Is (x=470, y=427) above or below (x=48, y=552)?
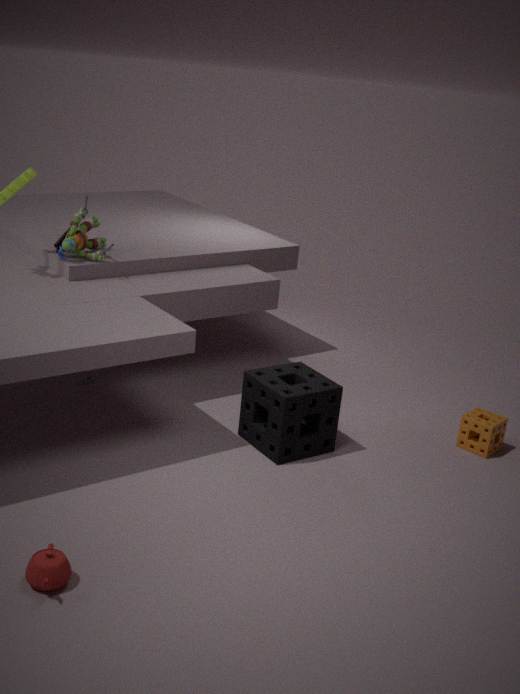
above
